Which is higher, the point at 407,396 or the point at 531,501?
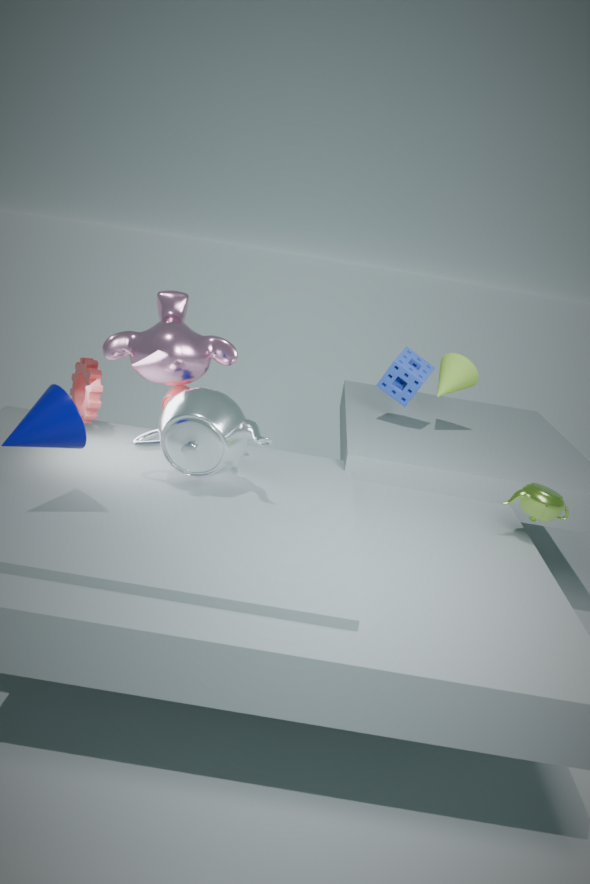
the point at 407,396
